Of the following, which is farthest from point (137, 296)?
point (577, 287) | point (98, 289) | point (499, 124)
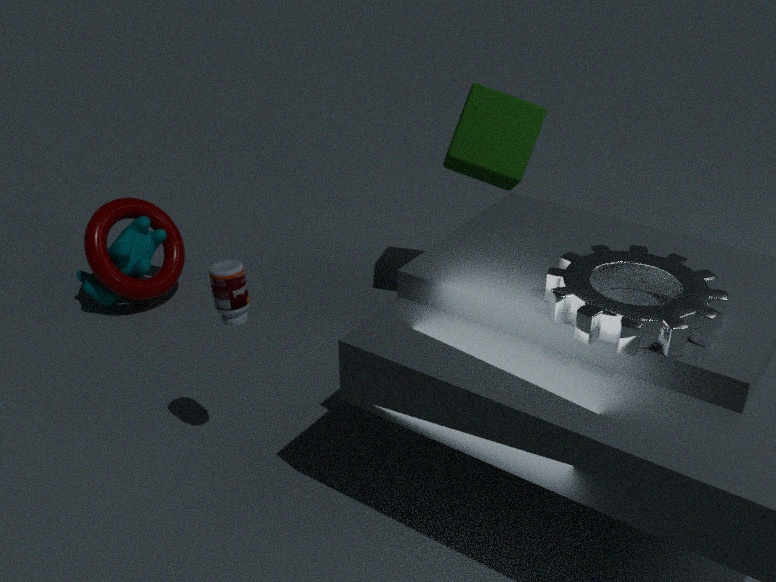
point (577, 287)
